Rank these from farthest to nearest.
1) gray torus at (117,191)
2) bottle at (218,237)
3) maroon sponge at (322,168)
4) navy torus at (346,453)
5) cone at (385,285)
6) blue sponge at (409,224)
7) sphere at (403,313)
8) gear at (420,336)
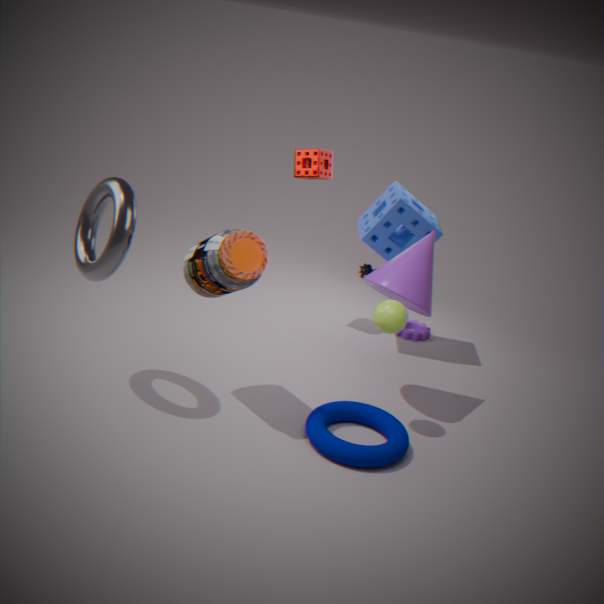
8. gear at (420,336), 3. maroon sponge at (322,168), 6. blue sponge at (409,224), 5. cone at (385,285), 7. sphere at (403,313), 4. navy torus at (346,453), 1. gray torus at (117,191), 2. bottle at (218,237)
